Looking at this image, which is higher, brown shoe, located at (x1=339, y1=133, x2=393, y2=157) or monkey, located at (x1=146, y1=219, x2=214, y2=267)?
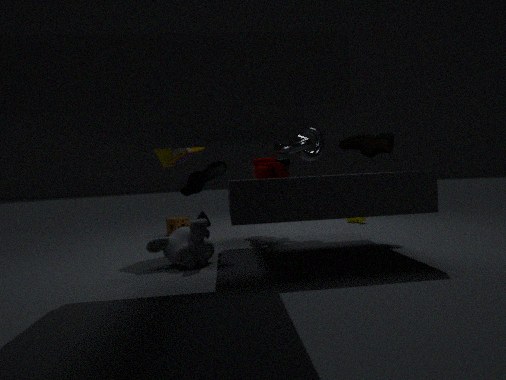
brown shoe, located at (x1=339, y1=133, x2=393, y2=157)
